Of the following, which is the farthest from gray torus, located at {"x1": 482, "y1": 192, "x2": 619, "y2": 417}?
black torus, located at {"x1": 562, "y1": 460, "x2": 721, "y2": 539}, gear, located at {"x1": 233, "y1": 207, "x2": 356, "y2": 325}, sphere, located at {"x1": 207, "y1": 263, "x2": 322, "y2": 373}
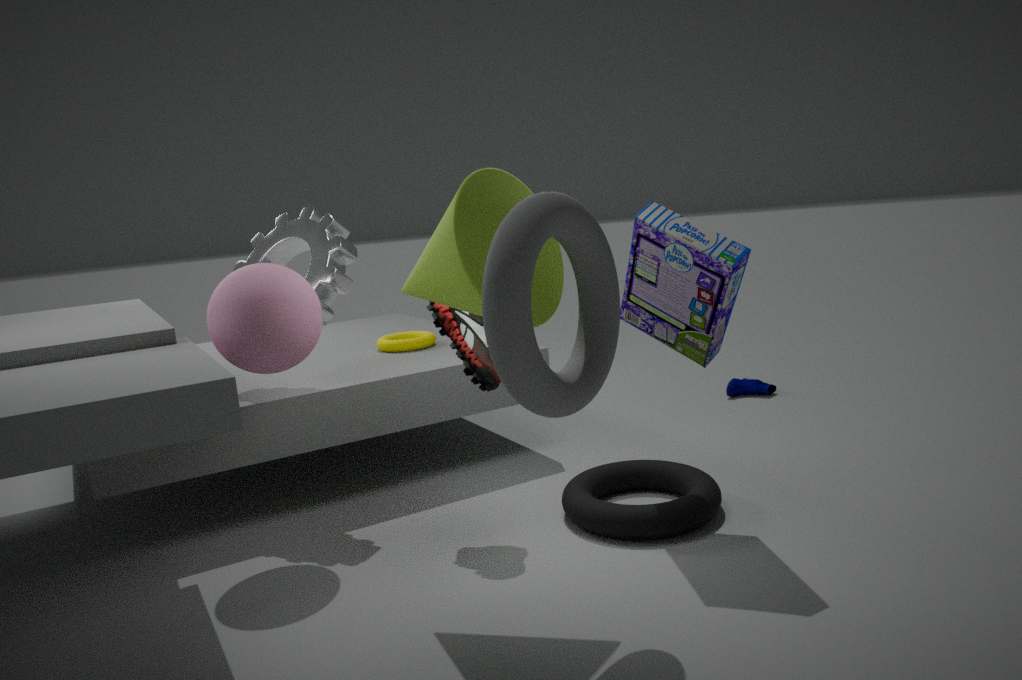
gear, located at {"x1": 233, "y1": 207, "x2": 356, "y2": 325}
